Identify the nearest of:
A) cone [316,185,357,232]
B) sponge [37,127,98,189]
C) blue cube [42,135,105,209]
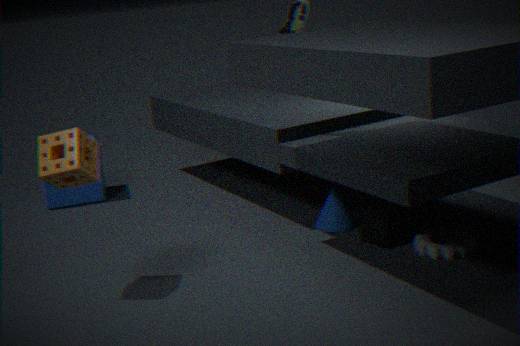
sponge [37,127,98,189]
